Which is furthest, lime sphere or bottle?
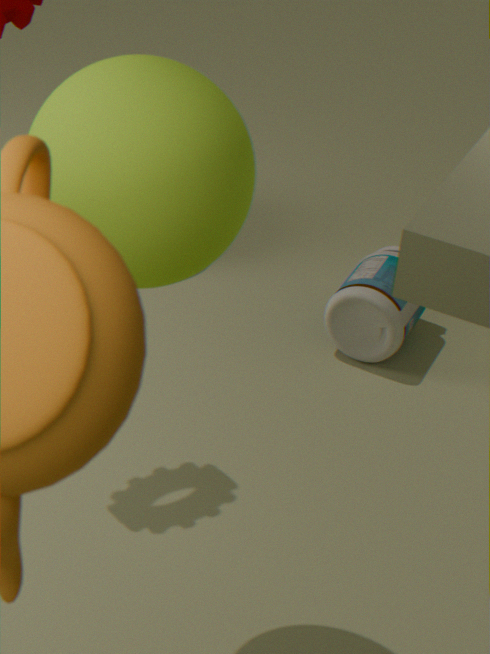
bottle
